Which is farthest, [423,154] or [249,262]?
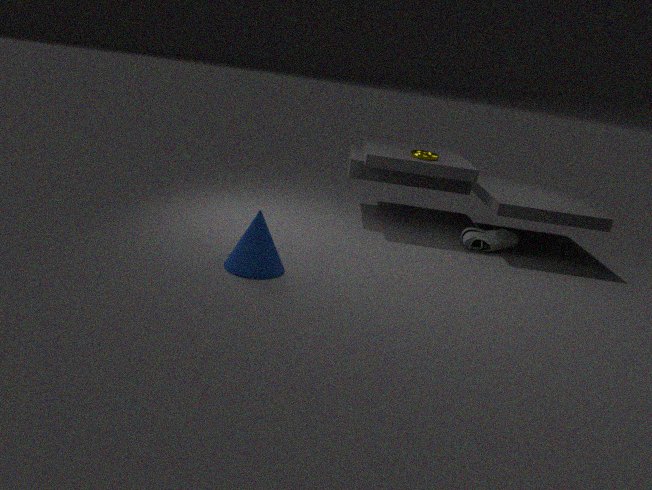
[423,154]
